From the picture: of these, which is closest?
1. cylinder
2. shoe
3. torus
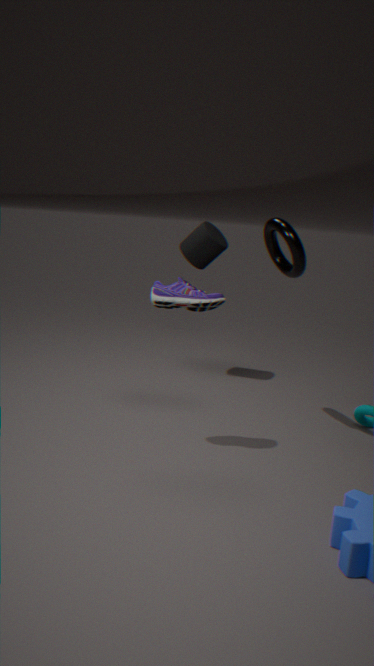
shoe
